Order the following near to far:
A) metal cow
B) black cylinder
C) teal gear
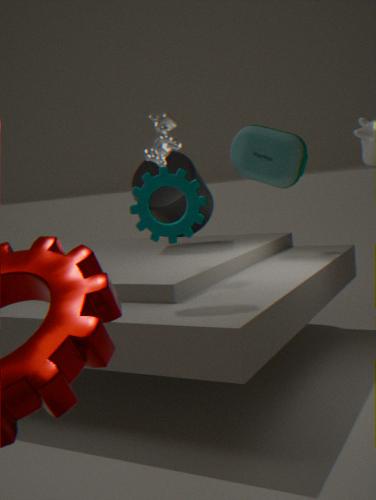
teal gear
metal cow
black cylinder
